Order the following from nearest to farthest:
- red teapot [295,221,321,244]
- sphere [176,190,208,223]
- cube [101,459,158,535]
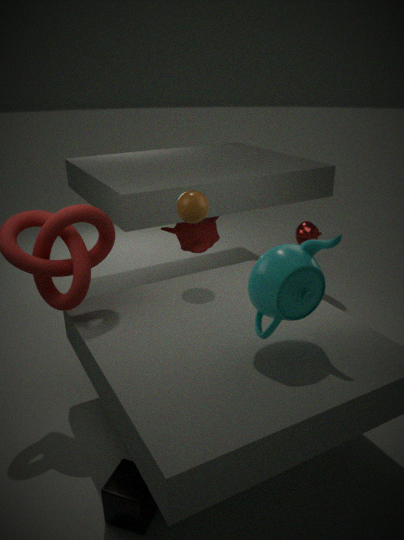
cube [101,459,158,535] → sphere [176,190,208,223] → red teapot [295,221,321,244]
